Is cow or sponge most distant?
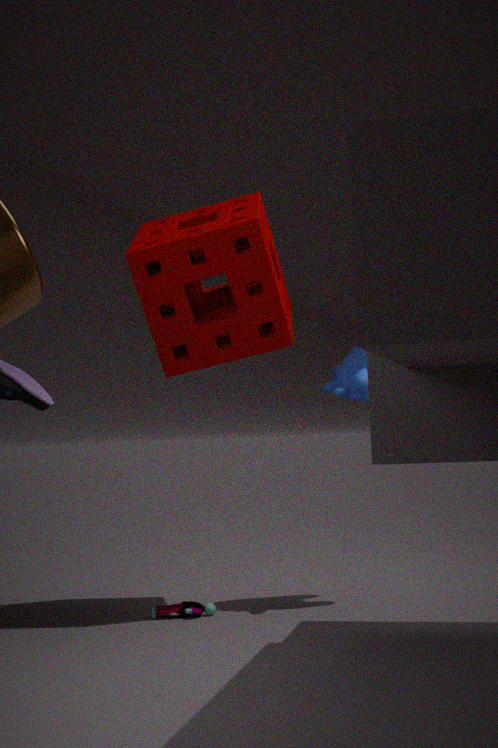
cow
